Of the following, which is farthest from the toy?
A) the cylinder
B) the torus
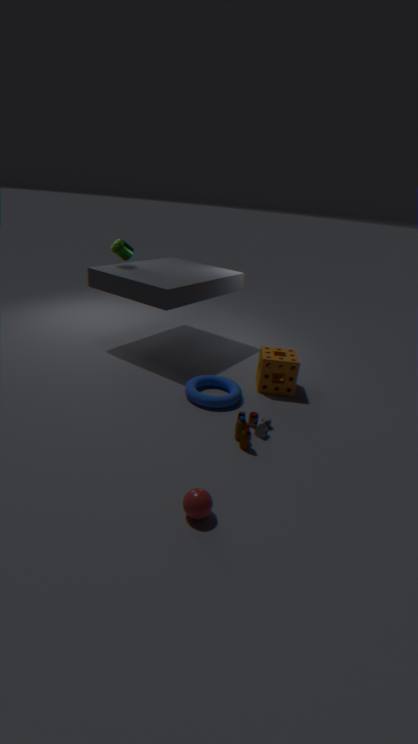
the cylinder
